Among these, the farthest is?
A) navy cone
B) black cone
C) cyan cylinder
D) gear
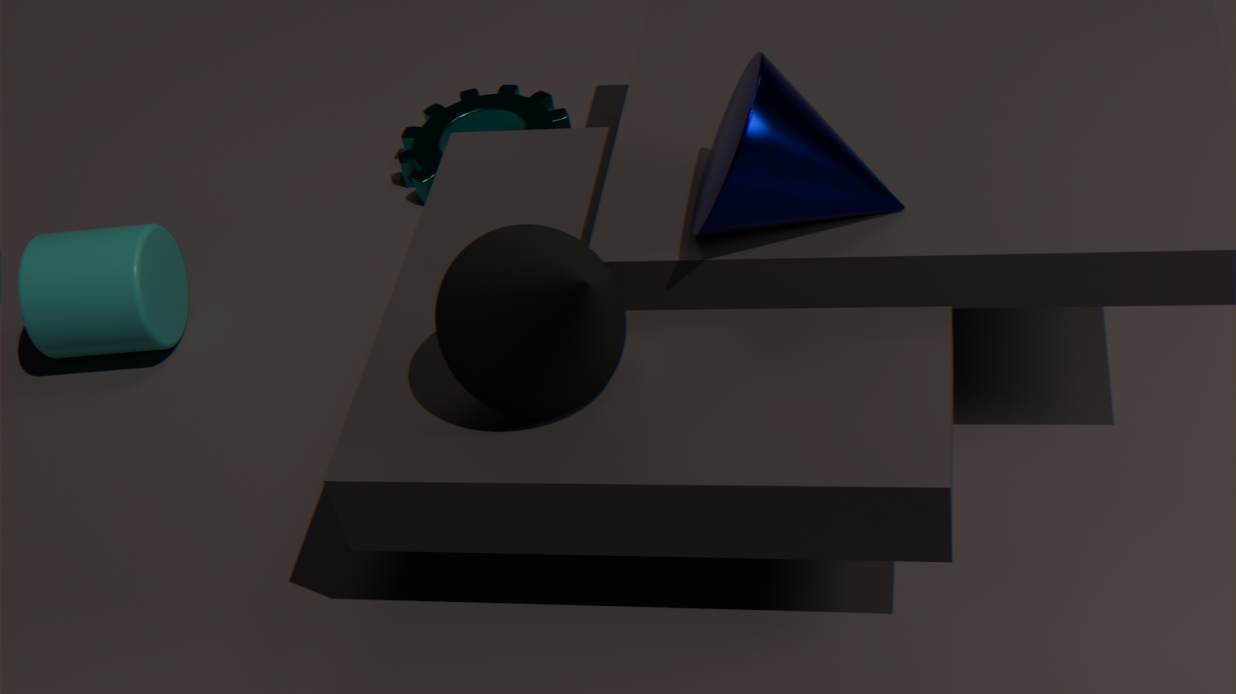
gear
